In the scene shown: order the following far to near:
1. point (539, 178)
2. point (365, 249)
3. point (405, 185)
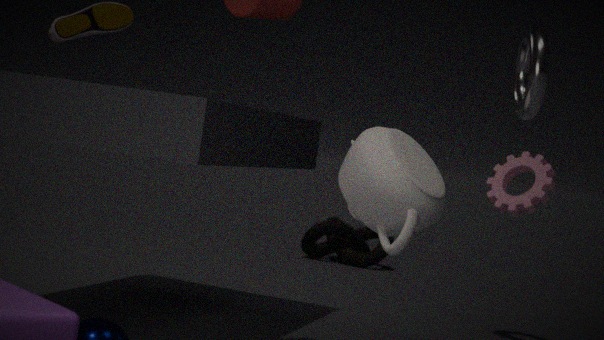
point (365, 249), point (539, 178), point (405, 185)
